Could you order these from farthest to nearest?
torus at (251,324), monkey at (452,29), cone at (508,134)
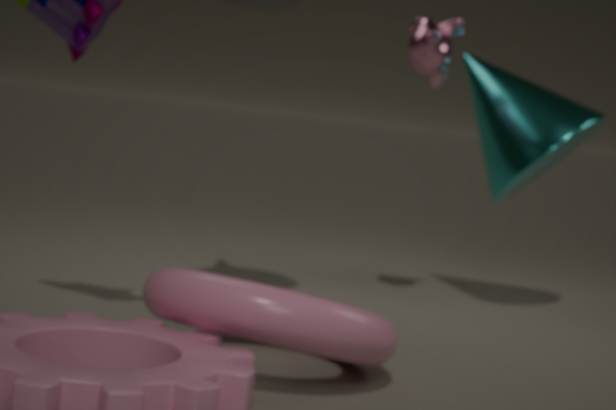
cone at (508,134), monkey at (452,29), torus at (251,324)
